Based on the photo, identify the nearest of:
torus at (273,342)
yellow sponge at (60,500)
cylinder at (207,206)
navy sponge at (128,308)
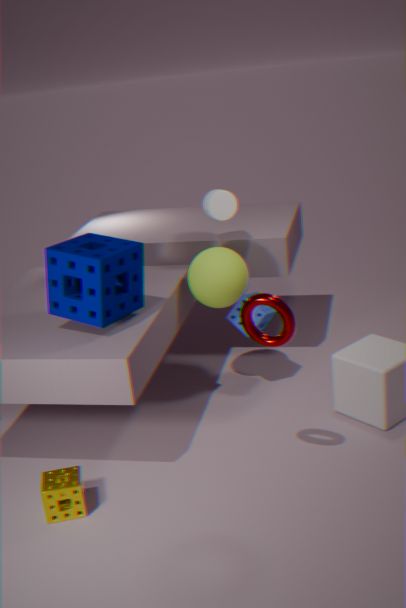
torus at (273,342)
